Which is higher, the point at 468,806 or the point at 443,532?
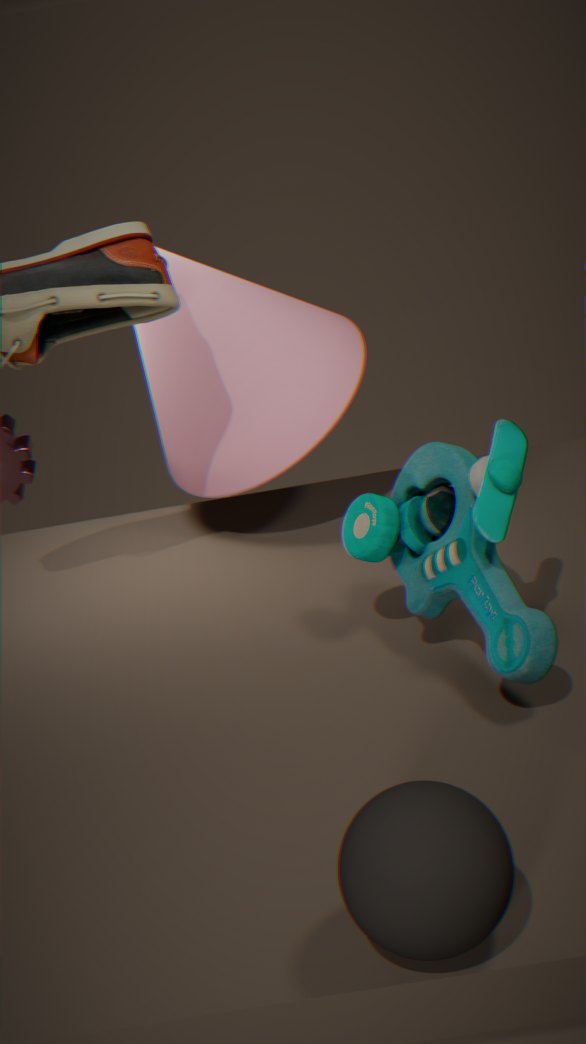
the point at 443,532
